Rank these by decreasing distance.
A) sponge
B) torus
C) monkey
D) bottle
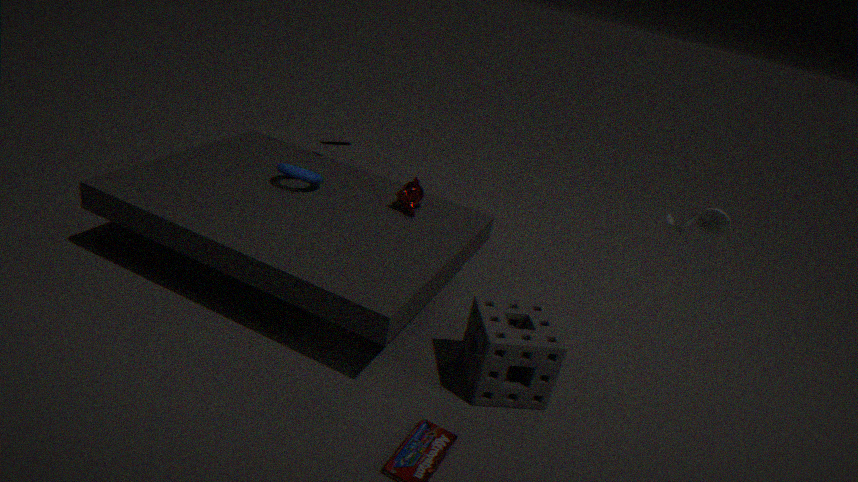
monkey, torus, sponge, bottle
